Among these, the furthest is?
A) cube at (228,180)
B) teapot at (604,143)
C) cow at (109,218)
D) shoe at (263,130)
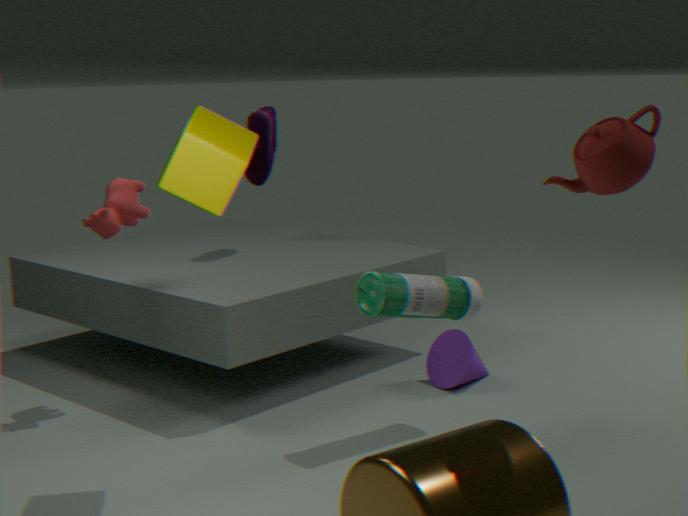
shoe at (263,130)
